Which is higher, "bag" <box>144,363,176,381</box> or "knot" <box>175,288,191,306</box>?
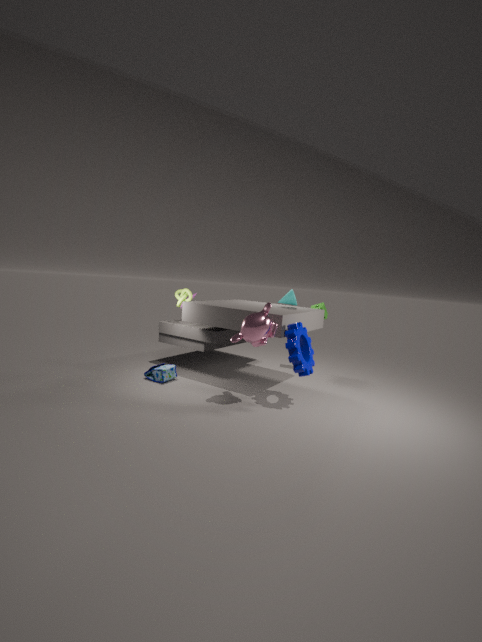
"knot" <box>175,288,191,306</box>
